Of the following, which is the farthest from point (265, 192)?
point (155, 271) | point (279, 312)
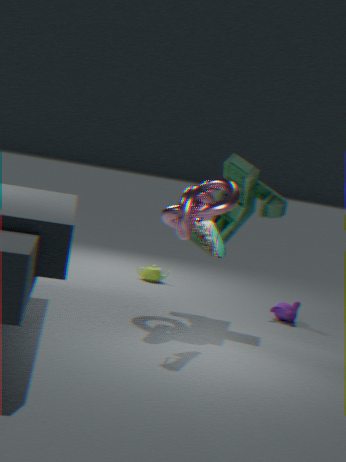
point (155, 271)
